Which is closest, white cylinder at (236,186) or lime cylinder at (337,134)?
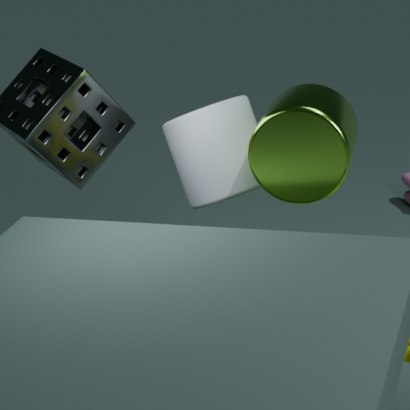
lime cylinder at (337,134)
